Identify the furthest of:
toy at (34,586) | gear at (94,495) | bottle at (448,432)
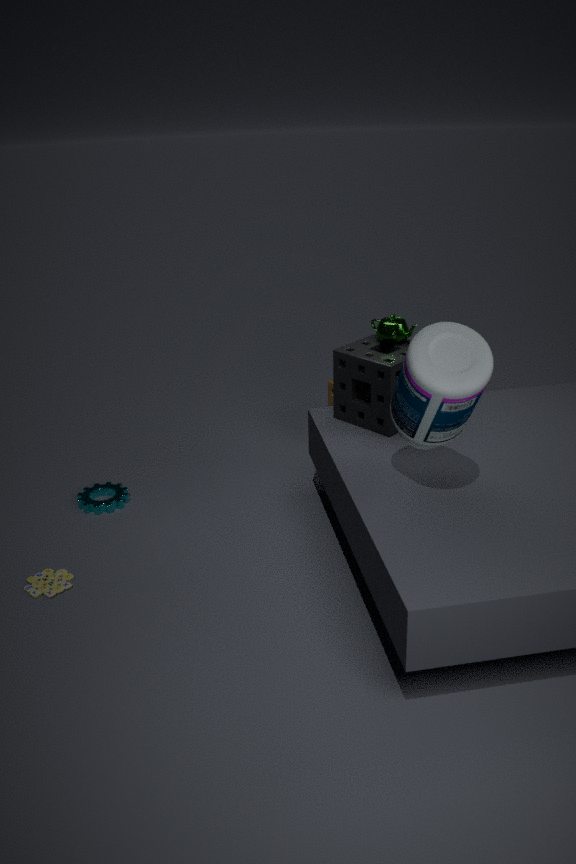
gear at (94,495)
